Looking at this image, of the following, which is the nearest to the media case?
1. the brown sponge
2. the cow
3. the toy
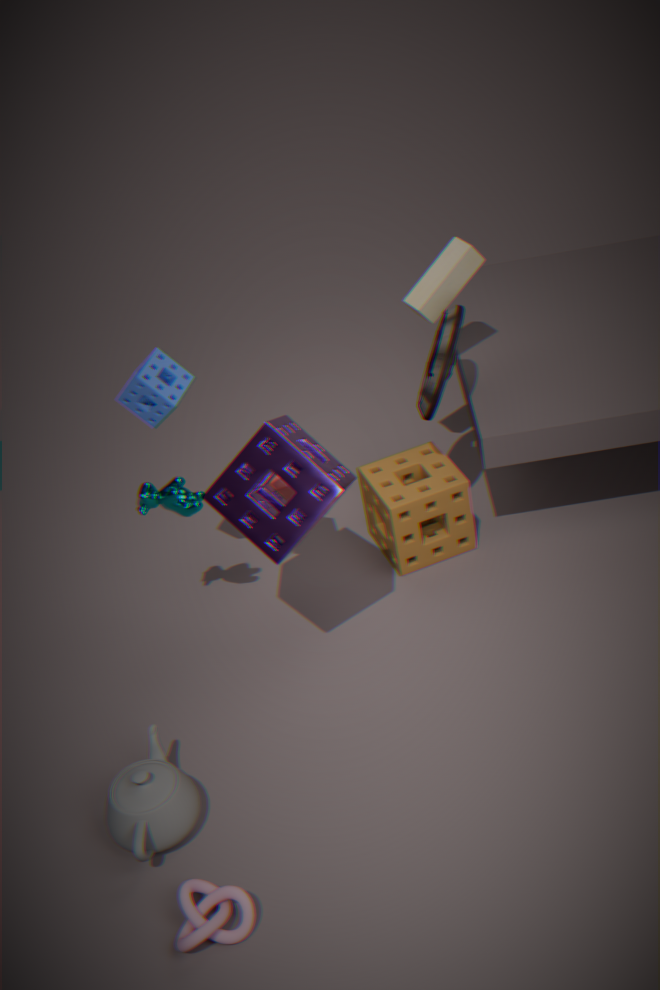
the toy
